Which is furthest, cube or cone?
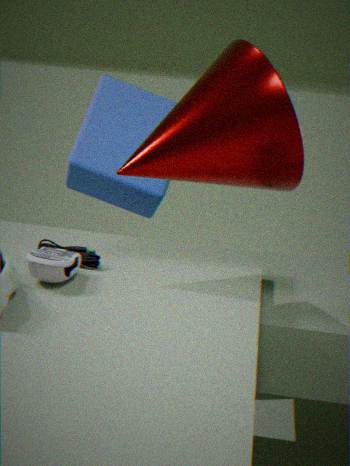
cube
